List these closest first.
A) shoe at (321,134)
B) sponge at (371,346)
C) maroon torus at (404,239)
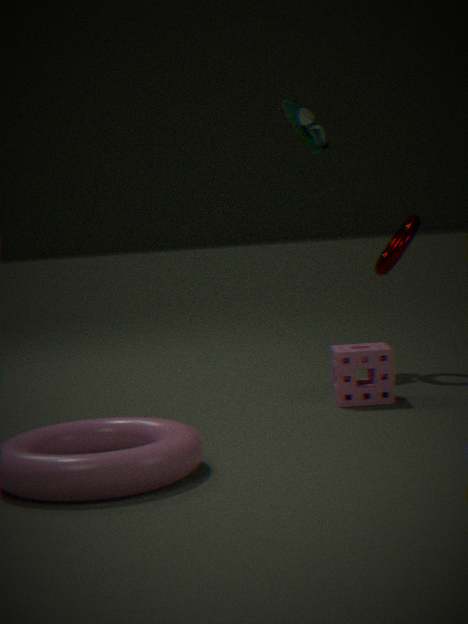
sponge at (371,346) < maroon torus at (404,239) < shoe at (321,134)
